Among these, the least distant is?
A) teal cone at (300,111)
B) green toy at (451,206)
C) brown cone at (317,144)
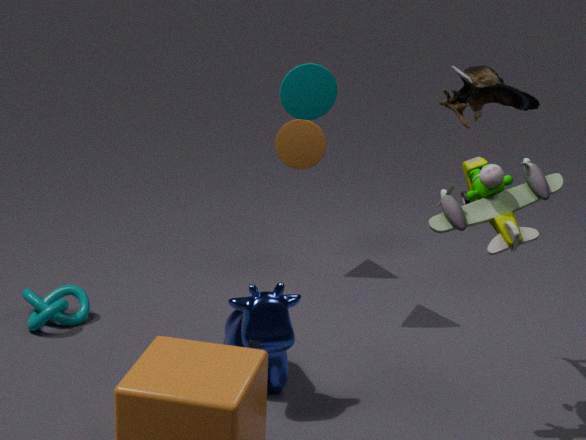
green toy at (451,206)
